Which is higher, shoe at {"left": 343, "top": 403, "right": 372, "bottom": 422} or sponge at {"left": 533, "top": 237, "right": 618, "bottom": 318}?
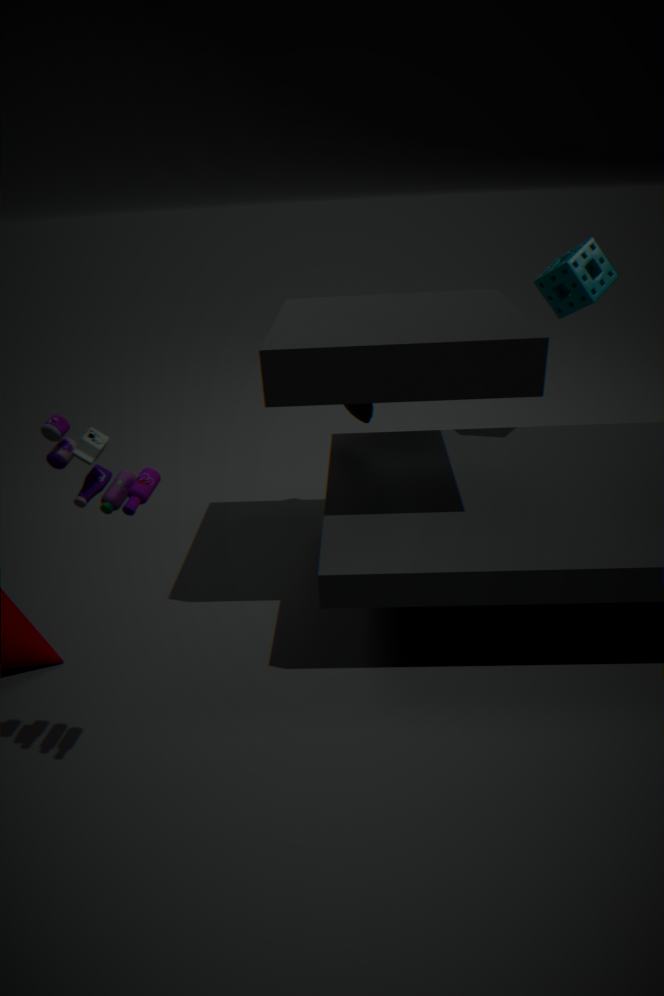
sponge at {"left": 533, "top": 237, "right": 618, "bottom": 318}
